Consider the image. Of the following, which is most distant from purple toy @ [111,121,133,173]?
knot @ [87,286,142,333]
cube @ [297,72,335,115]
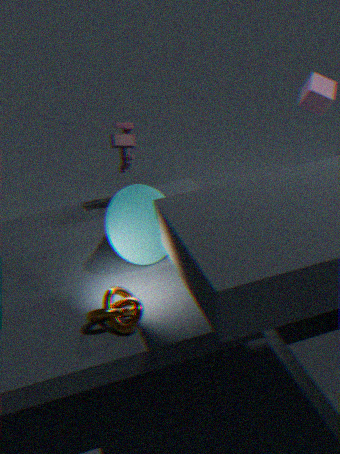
cube @ [297,72,335,115]
